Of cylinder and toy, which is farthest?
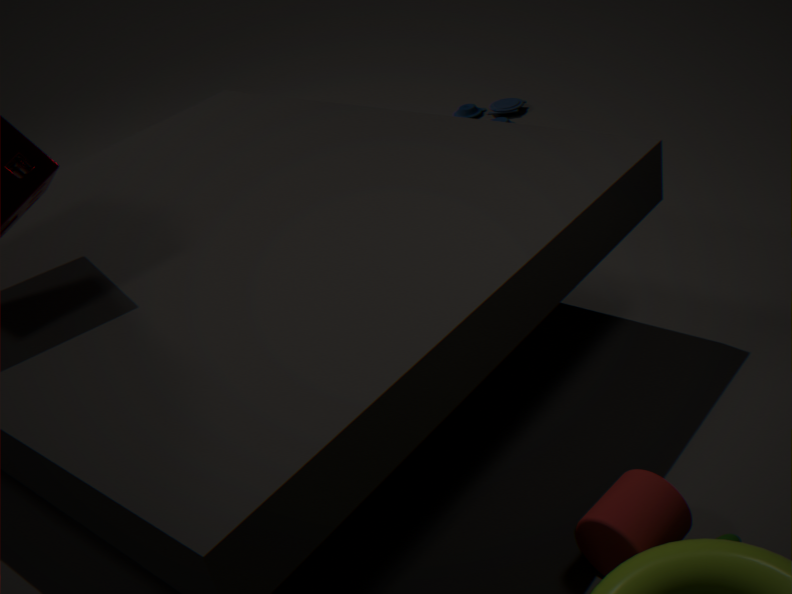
toy
